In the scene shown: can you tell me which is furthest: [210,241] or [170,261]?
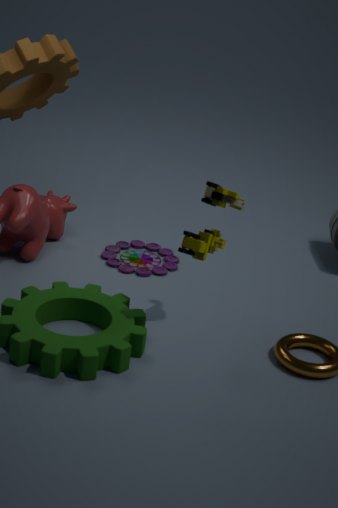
[170,261]
